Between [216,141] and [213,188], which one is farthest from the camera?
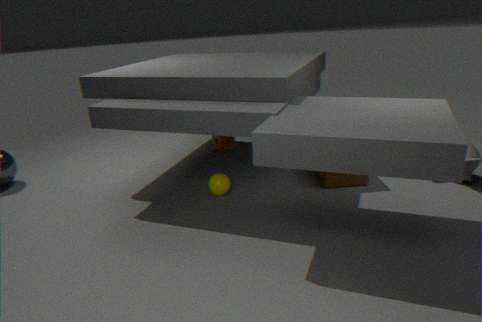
[216,141]
